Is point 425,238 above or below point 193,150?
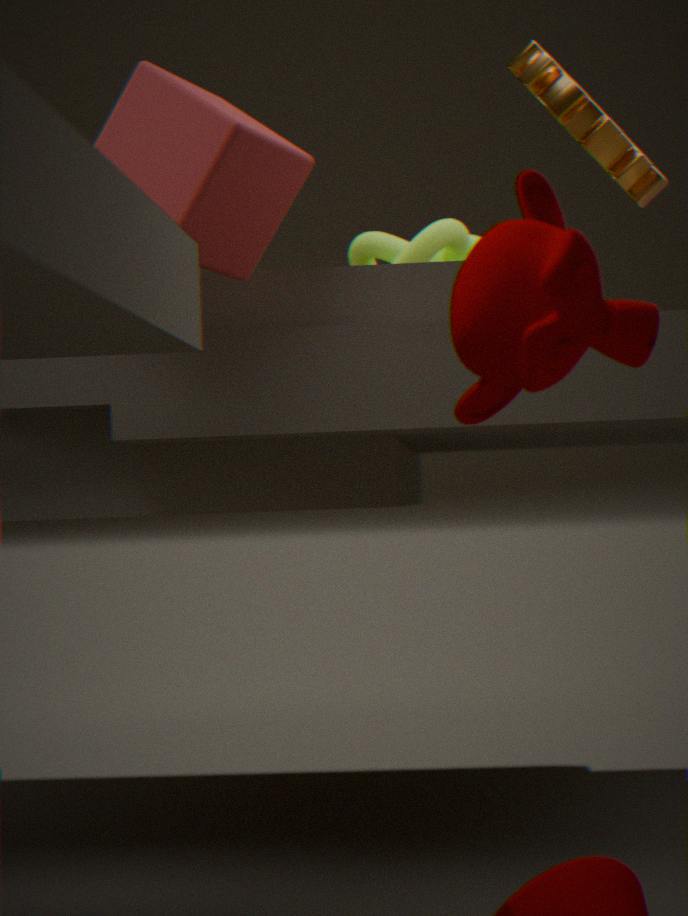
below
